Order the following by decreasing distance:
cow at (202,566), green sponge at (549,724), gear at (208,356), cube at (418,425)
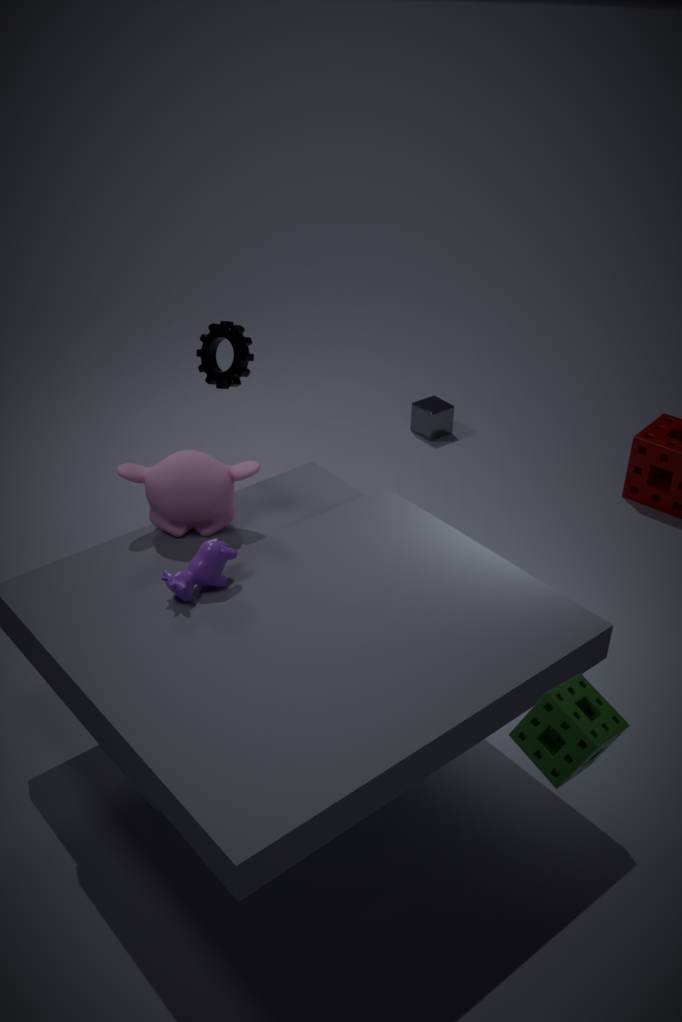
cube at (418,425) < gear at (208,356) < cow at (202,566) < green sponge at (549,724)
